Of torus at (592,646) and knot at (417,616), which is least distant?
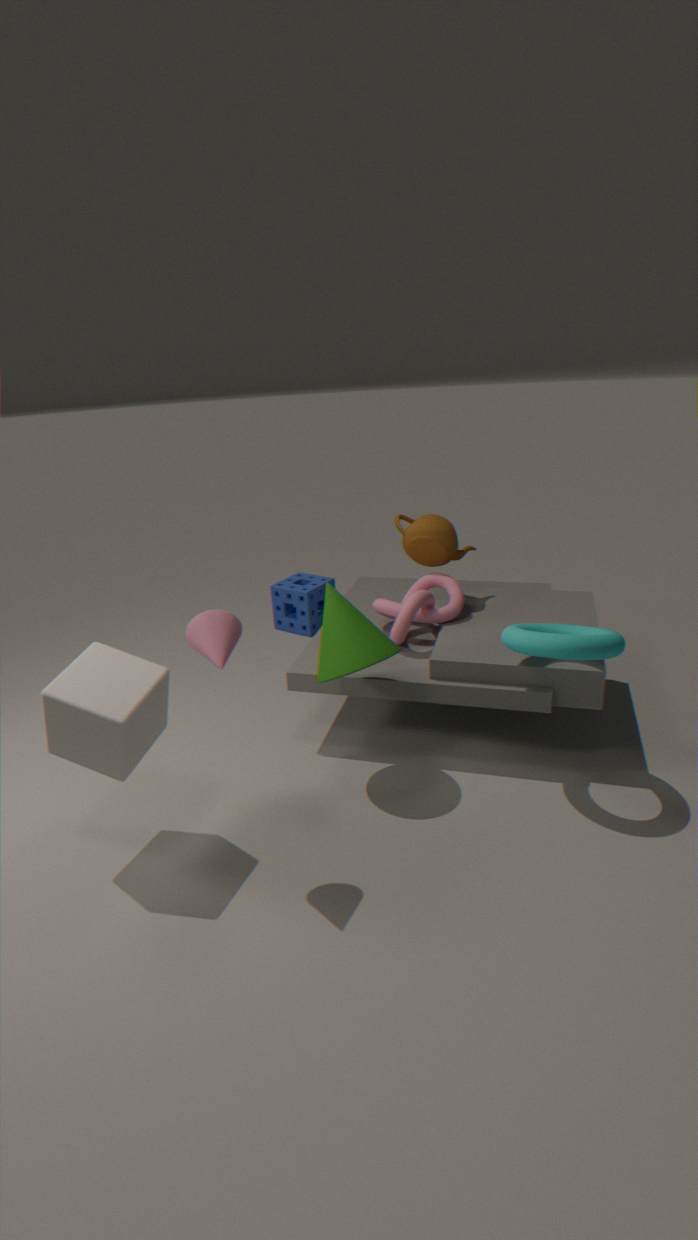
torus at (592,646)
